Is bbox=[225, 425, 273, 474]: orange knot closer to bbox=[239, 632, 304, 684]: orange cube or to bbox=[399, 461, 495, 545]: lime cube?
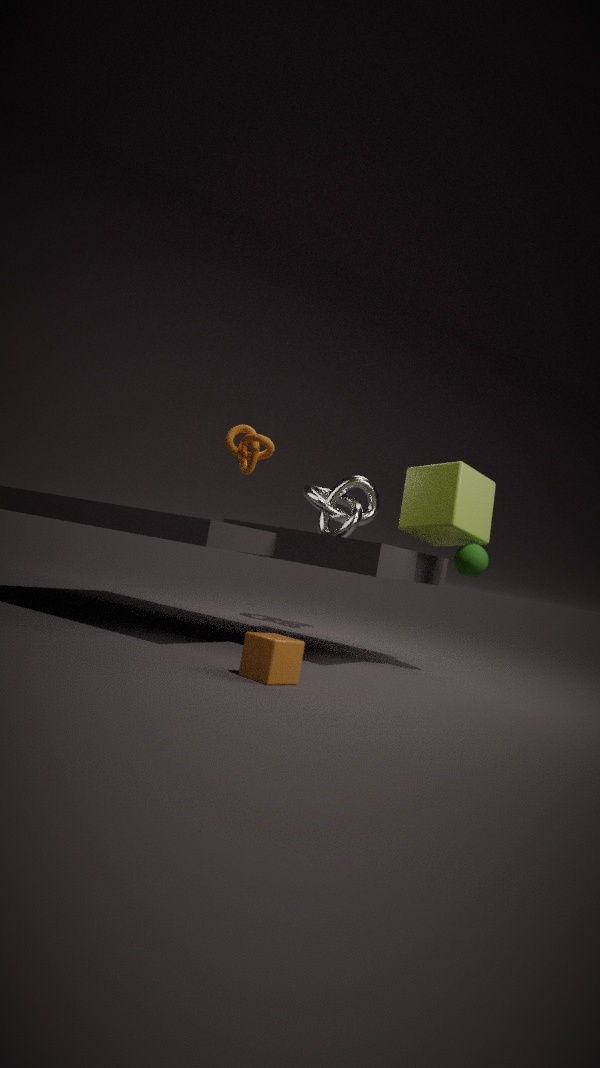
bbox=[399, 461, 495, 545]: lime cube
